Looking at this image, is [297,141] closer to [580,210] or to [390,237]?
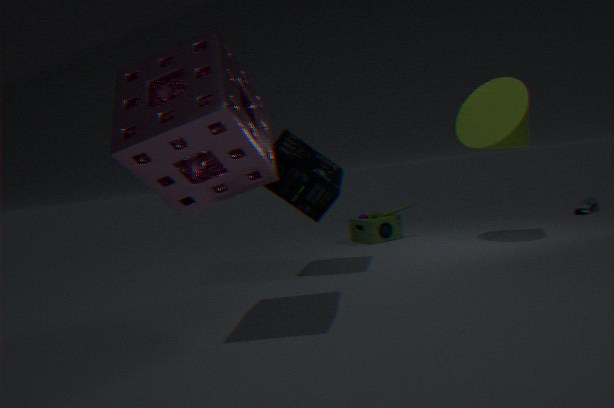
[390,237]
